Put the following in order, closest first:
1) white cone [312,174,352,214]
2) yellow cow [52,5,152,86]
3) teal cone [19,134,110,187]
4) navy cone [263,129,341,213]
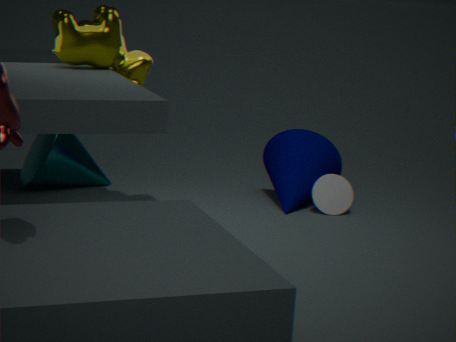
2. yellow cow [52,5,152,86] → 3. teal cone [19,134,110,187] → 1. white cone [312,174,352,214] → 4. navy cone [263,129,341,213]
